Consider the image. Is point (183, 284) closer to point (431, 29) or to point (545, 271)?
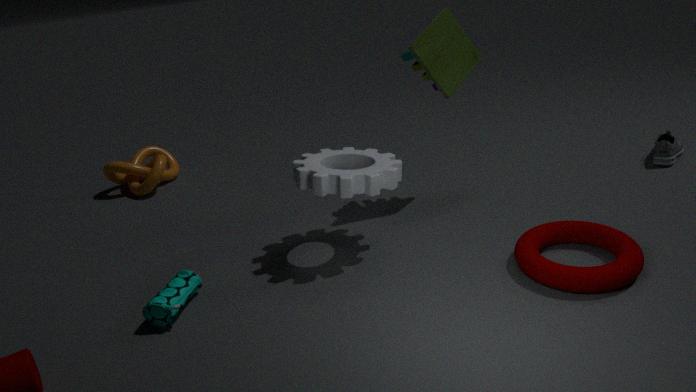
point (545, 271)
